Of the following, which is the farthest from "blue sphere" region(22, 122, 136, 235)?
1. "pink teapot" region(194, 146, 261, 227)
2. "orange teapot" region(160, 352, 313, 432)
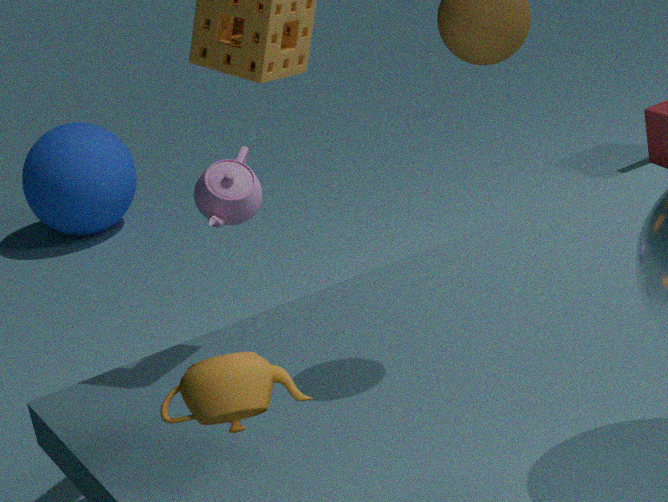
"orange teapot" region(160, 352, 313, 432)
